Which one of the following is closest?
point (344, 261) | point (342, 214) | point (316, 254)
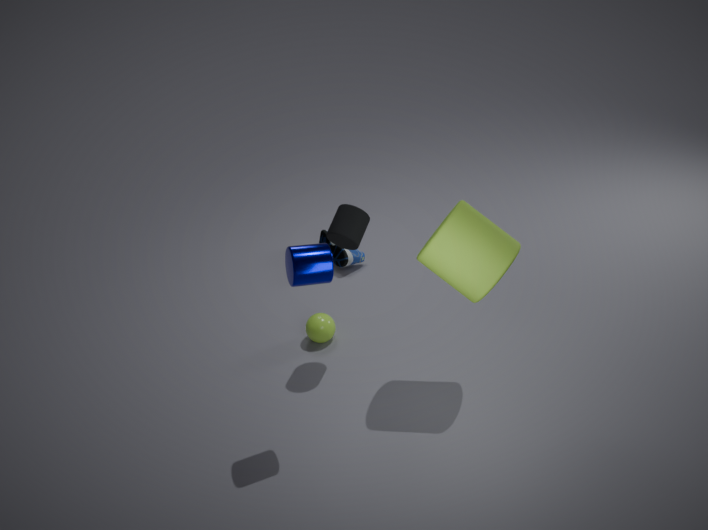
point (316, 254)
